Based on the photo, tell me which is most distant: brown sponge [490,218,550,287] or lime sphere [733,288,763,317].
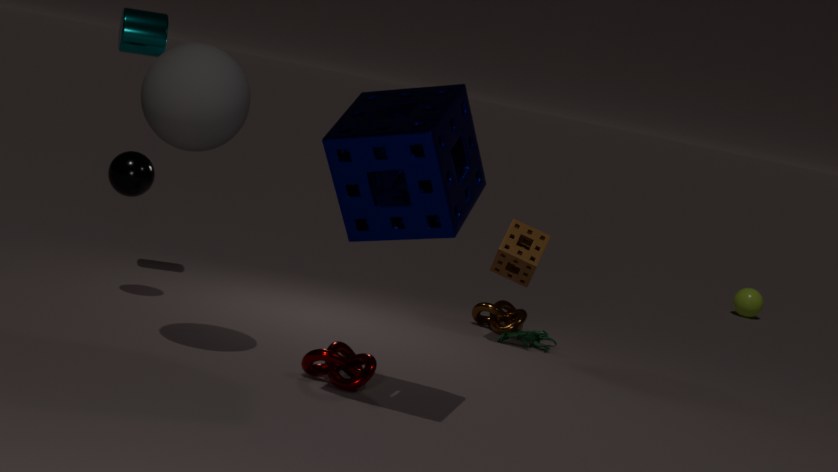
lime sphere [733,288,763,317]
